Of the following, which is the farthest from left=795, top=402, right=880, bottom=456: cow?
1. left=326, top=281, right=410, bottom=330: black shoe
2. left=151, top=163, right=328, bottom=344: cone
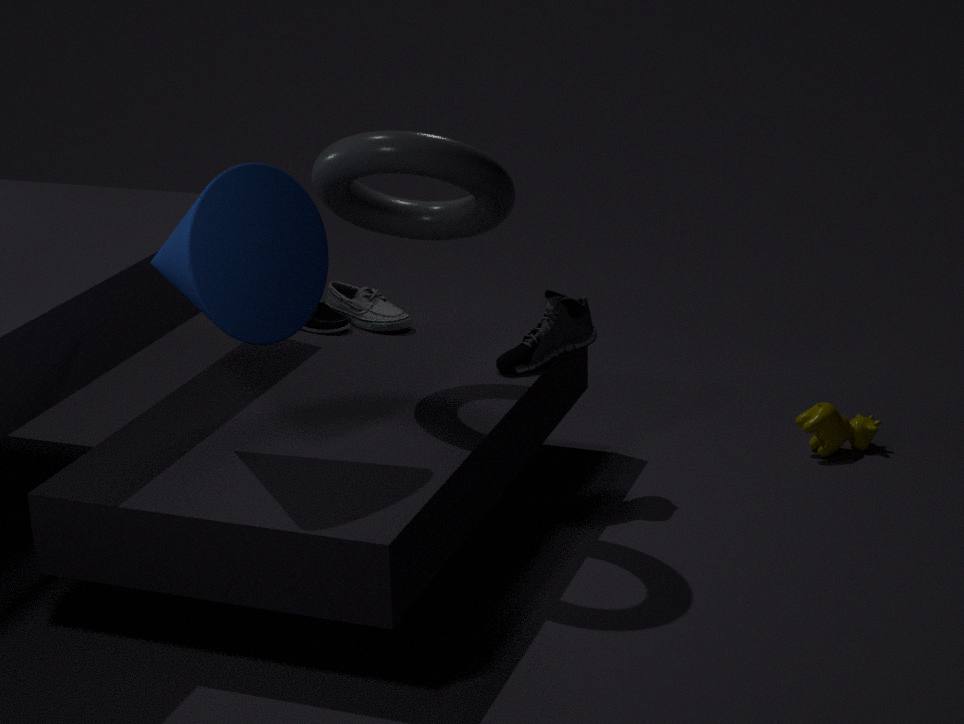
left=151, top=163, right=328, bottom=344: cone
